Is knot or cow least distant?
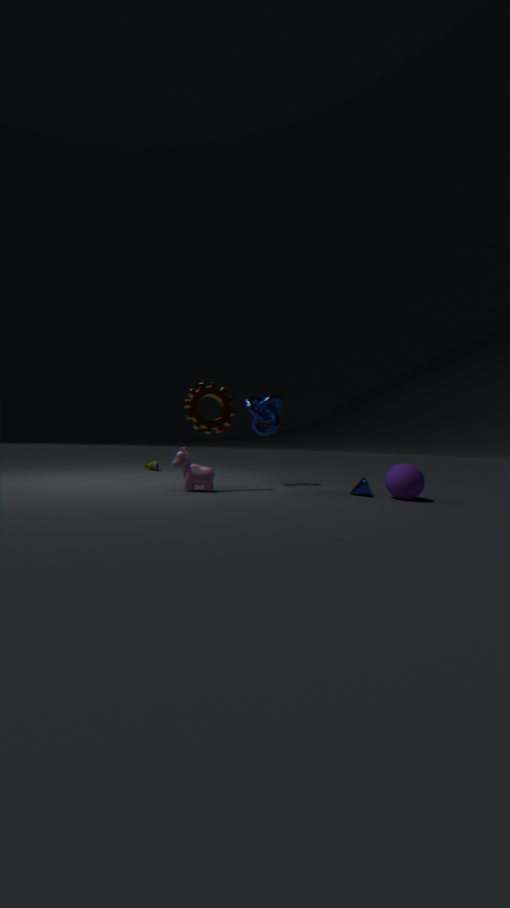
cow
